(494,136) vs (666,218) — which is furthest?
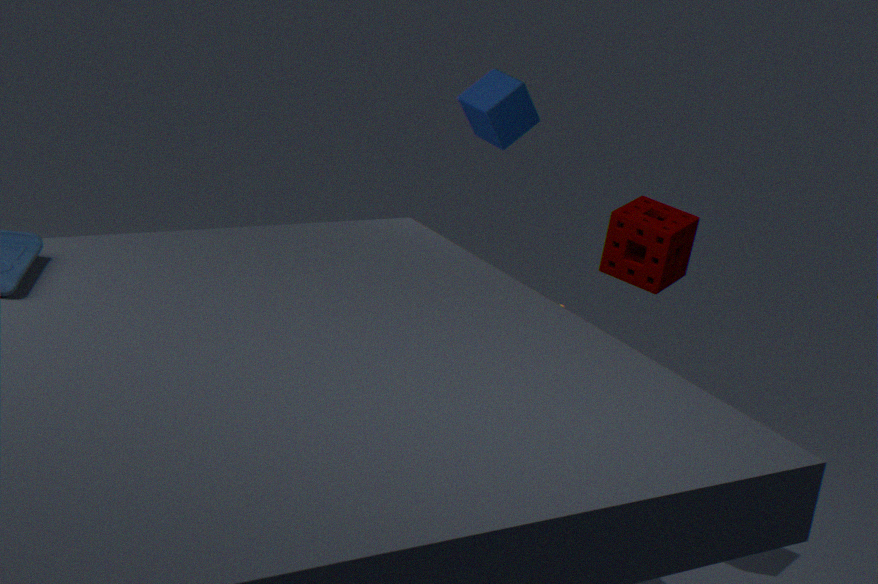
(494,136)
